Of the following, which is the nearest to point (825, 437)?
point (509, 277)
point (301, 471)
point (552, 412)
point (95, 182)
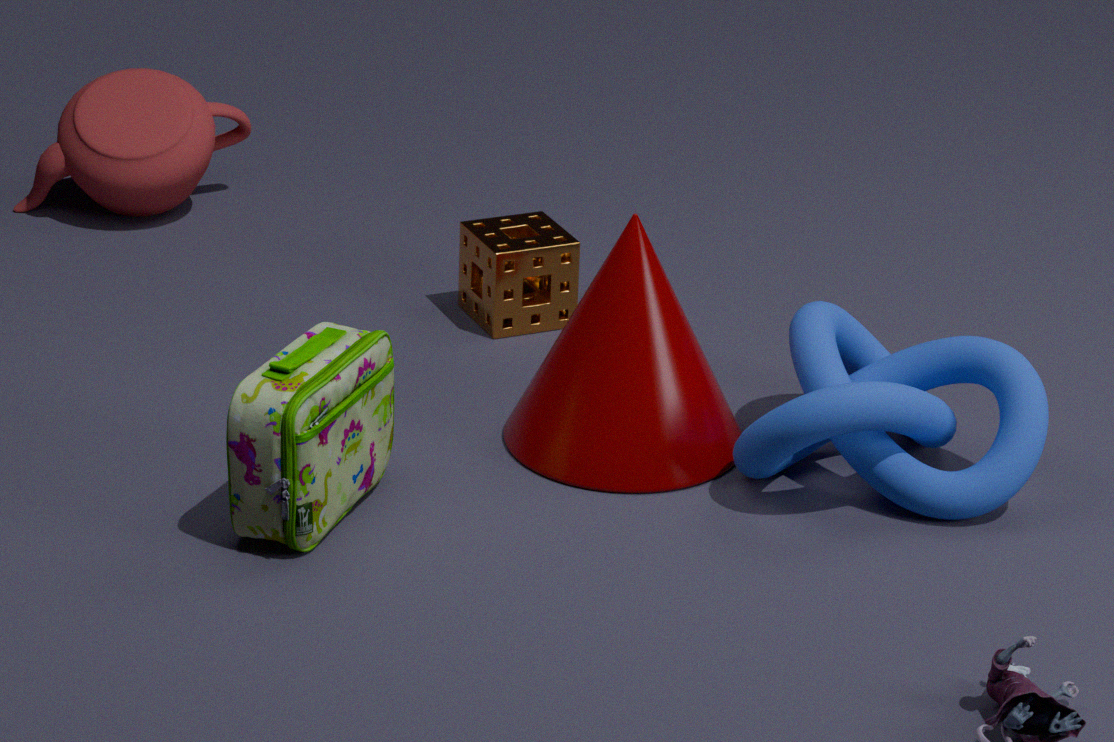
point (552, 412)
